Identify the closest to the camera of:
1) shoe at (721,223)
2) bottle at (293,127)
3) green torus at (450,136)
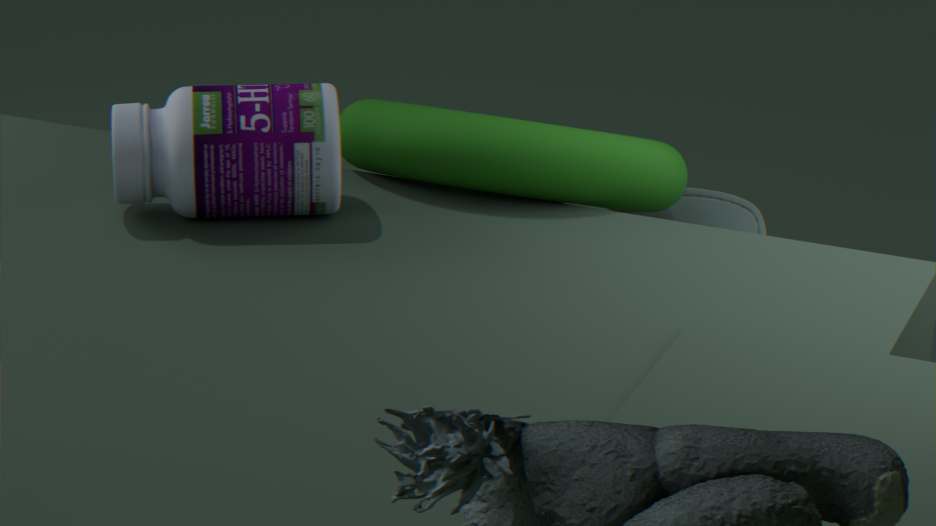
2. bottle at (293,127)
